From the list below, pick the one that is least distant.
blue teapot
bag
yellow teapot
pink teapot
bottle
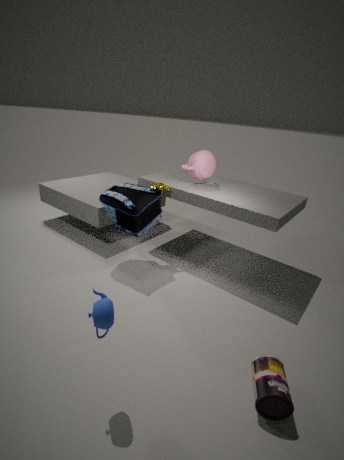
blue teapot
